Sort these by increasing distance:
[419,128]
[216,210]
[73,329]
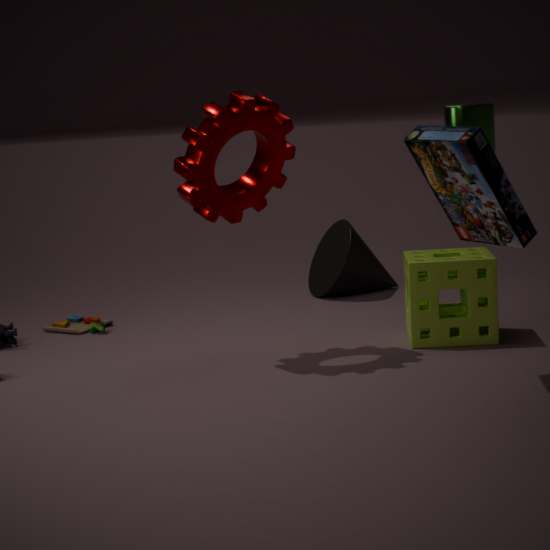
[419,128] → [216,210] → [73,329]
